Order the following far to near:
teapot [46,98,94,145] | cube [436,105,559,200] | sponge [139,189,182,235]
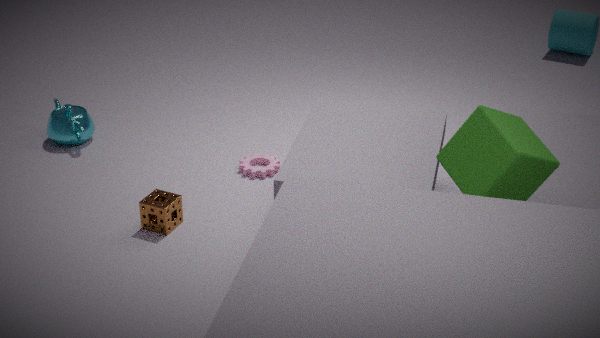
teapot [46,98,94,145] < sponge [139,189,182,235] < cube [436,105,559,200]
